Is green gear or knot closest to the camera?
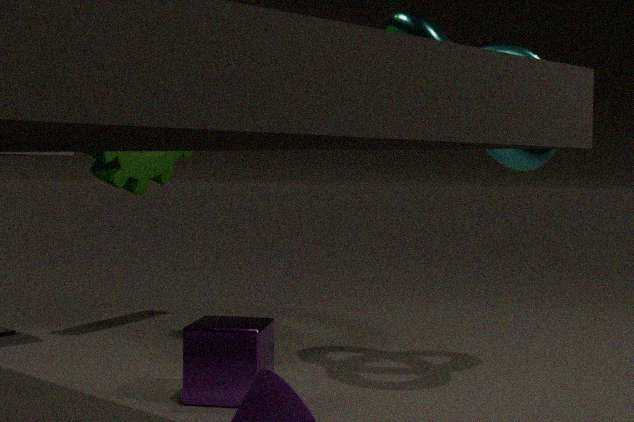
knot
